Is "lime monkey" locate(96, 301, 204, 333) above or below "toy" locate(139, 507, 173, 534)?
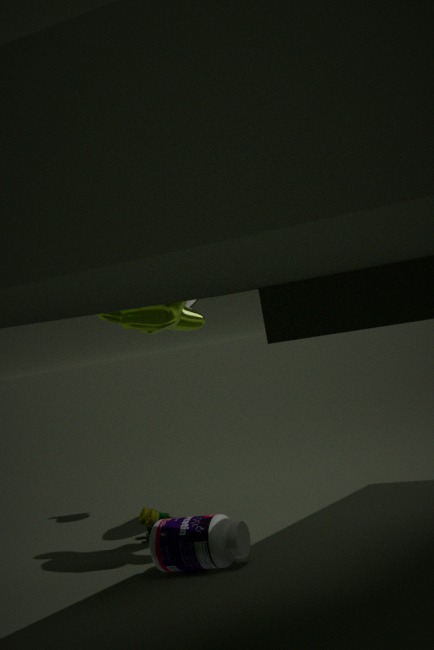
above
